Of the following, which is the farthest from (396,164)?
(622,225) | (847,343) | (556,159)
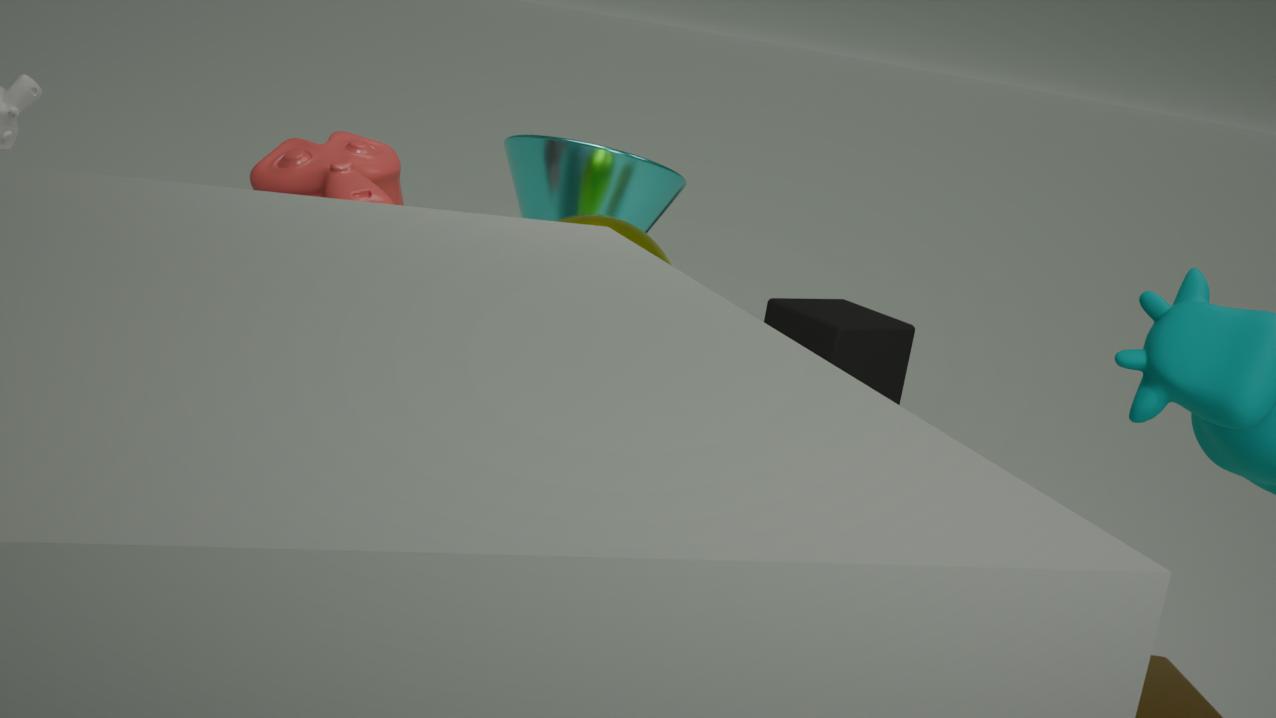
(847,343)
